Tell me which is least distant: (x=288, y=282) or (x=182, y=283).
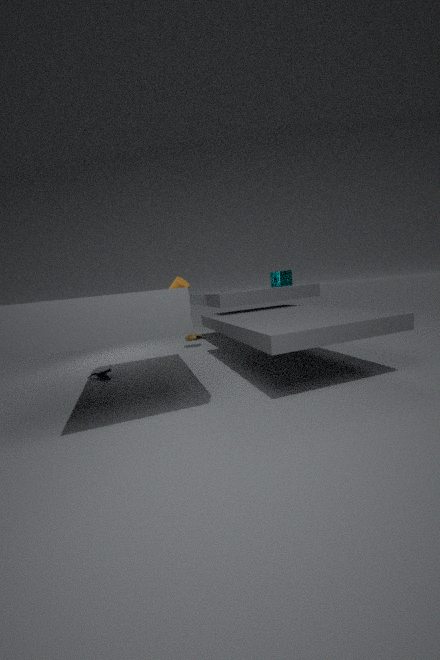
(x=182, y=283)
